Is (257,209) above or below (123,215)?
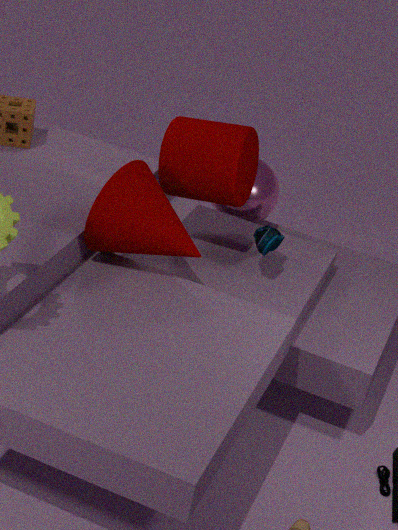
below
